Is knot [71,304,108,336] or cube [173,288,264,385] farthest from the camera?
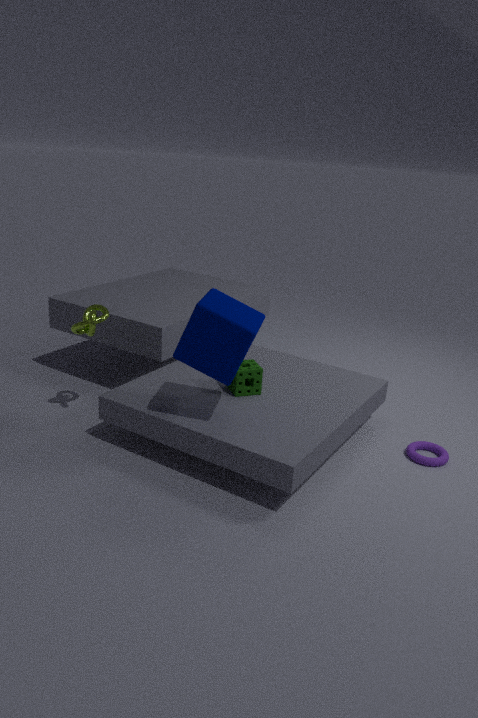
knot [71,304,108,336]
